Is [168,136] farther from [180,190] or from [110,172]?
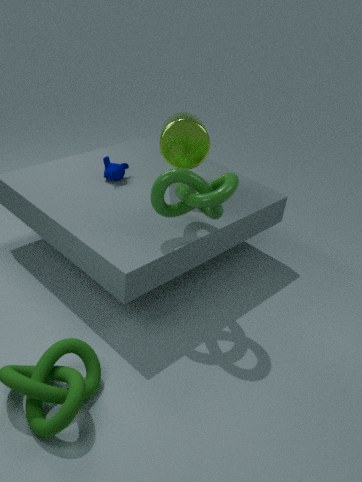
[180,190]
